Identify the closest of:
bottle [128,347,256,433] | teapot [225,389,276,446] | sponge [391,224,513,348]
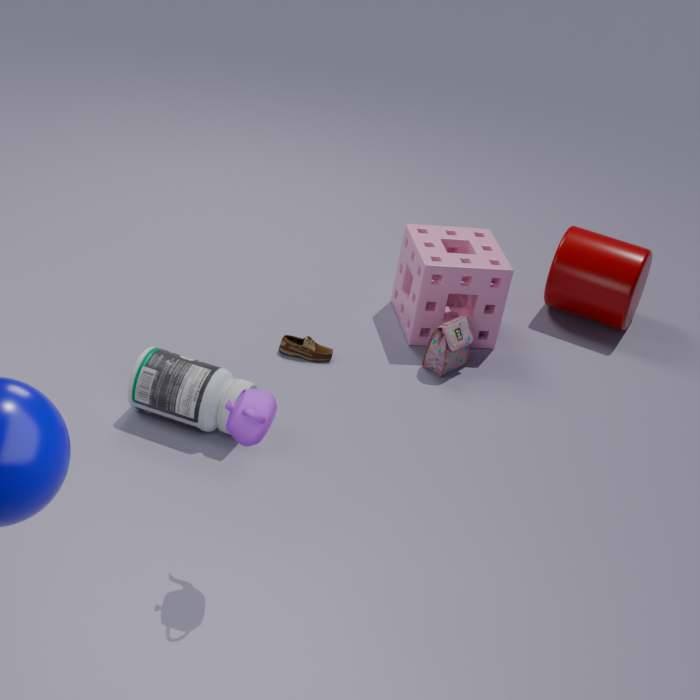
teapot [225,389,276,446]
